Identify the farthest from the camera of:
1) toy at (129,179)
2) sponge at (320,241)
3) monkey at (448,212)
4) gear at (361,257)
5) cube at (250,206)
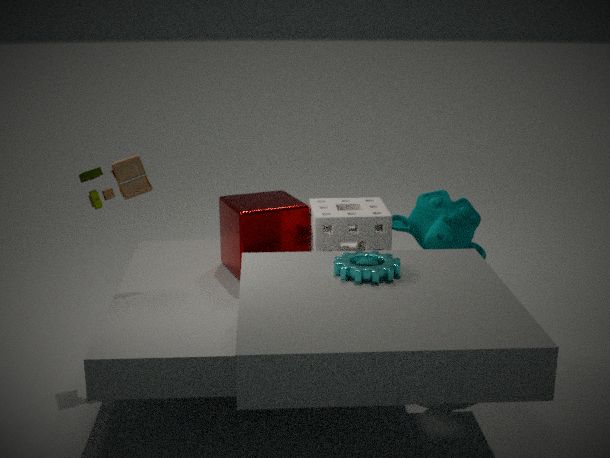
5. cube at (250,206)
